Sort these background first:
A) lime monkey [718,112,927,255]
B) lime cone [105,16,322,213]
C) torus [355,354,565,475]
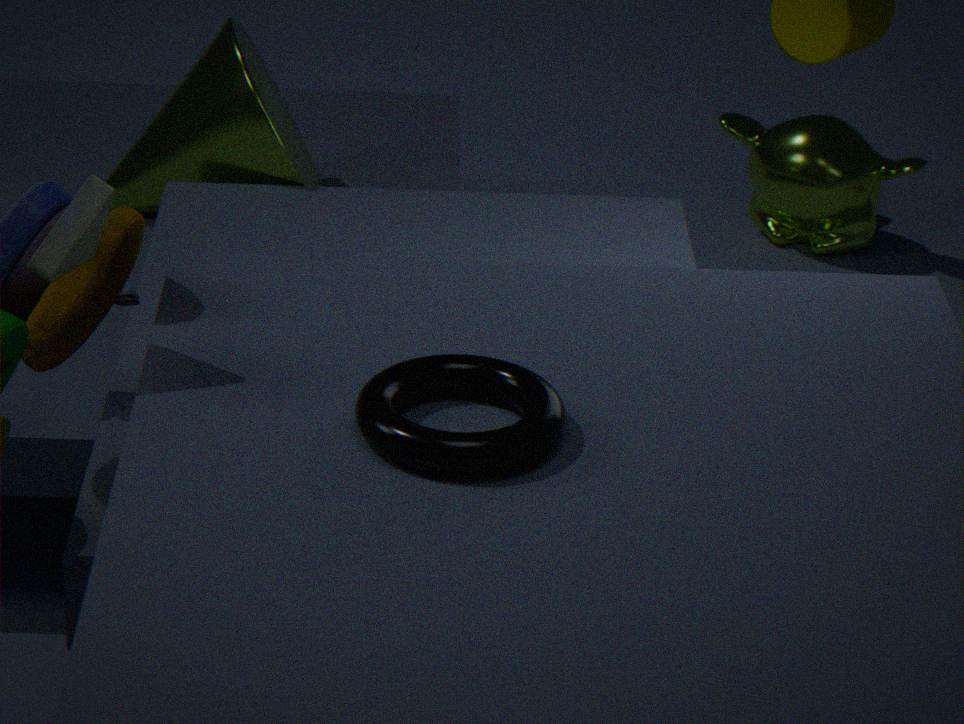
lime monkey [718,112,927,255], lime cone [105,16,322,213], torus [355,354,565,475]
